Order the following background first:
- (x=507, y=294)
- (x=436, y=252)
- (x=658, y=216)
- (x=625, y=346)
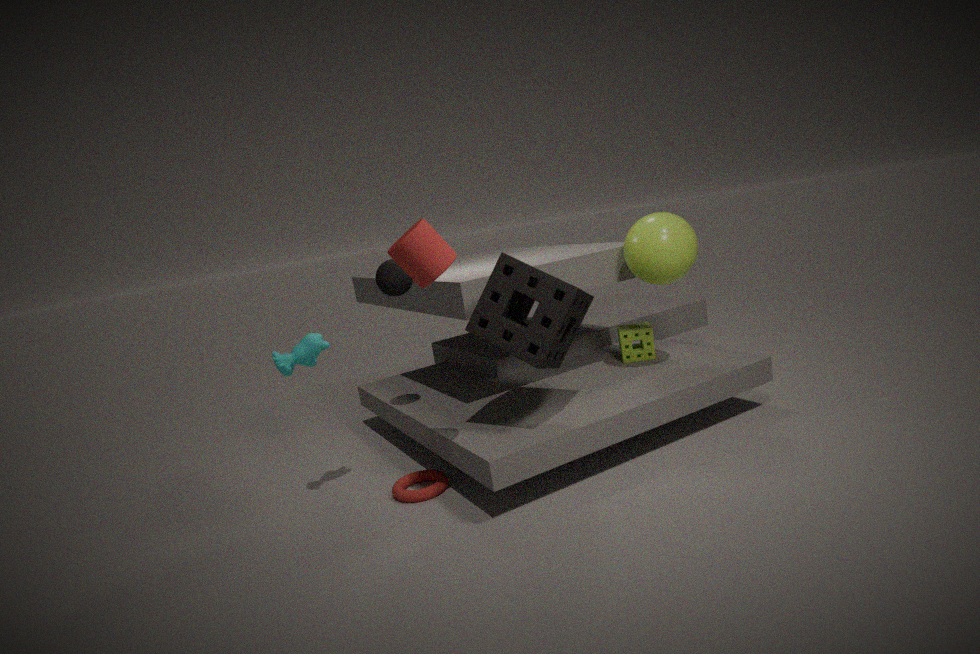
(x=625, y=346), (x=658, y=216), (x=507, y=294), (x=436, y=252)
